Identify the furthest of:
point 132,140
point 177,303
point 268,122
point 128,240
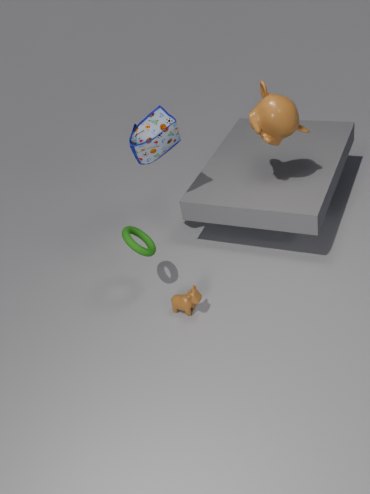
point 132,140
